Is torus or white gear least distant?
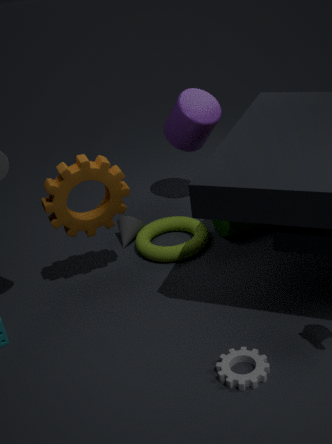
white gear
